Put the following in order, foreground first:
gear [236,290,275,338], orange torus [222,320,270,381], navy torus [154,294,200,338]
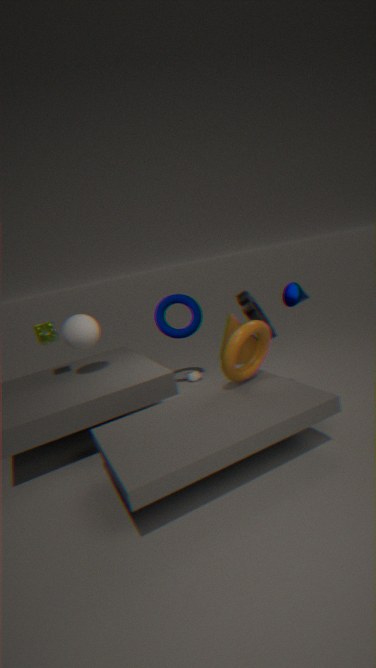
1. orange torus [222,320,270,381]
2. gear [236,290,275,338]
3. navy torus [154,294,200,338]
